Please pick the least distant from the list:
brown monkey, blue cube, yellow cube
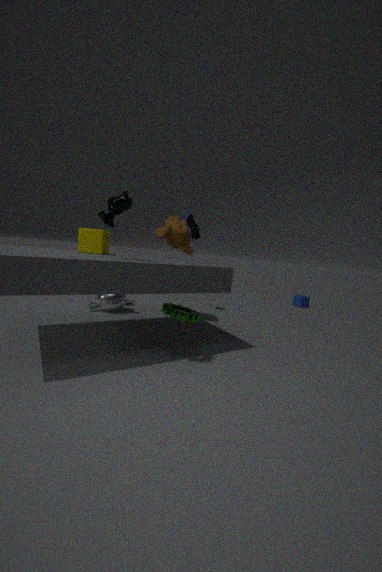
yellow cube
